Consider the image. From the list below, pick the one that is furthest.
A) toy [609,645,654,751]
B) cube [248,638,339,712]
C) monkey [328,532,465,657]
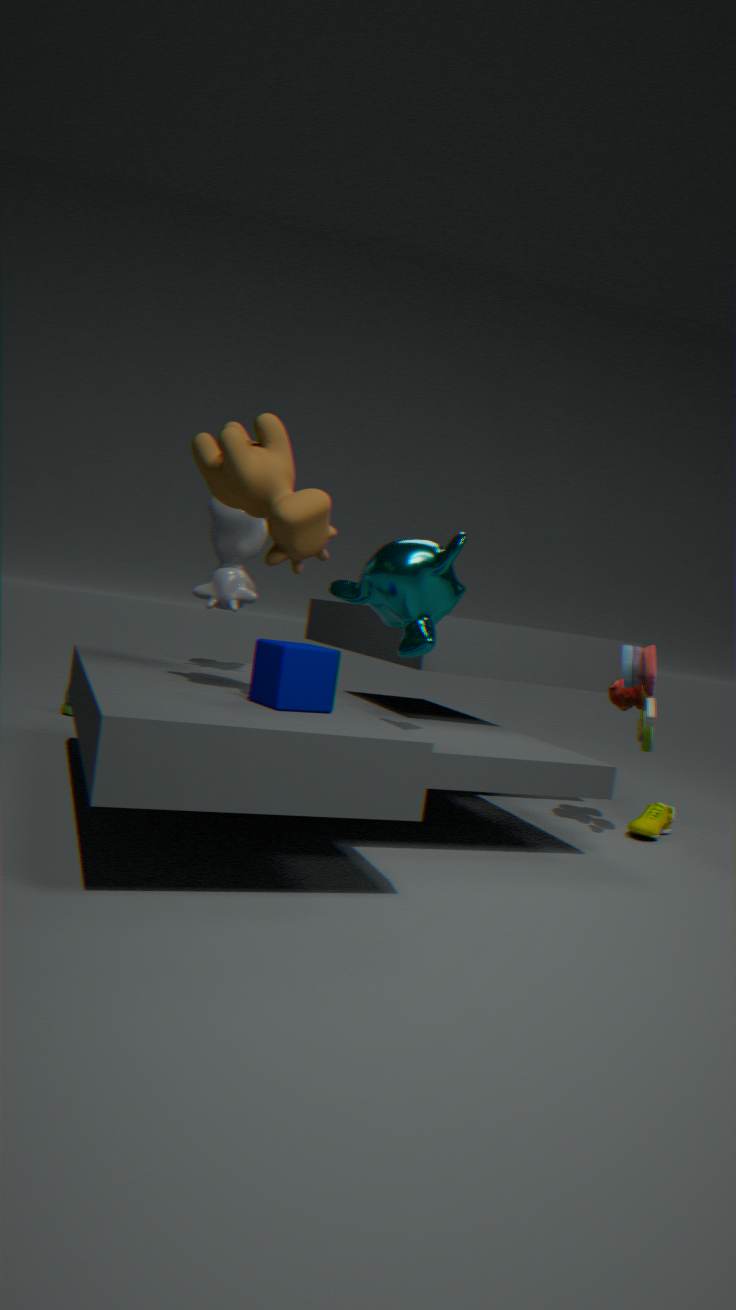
toy [609,645,654,751]
